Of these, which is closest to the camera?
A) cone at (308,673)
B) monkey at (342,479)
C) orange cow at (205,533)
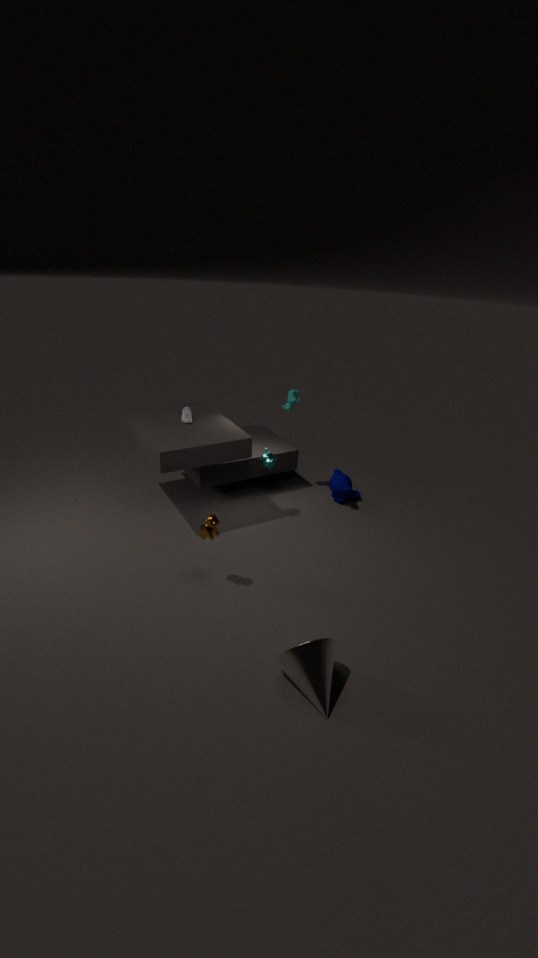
cone at (308,673)
